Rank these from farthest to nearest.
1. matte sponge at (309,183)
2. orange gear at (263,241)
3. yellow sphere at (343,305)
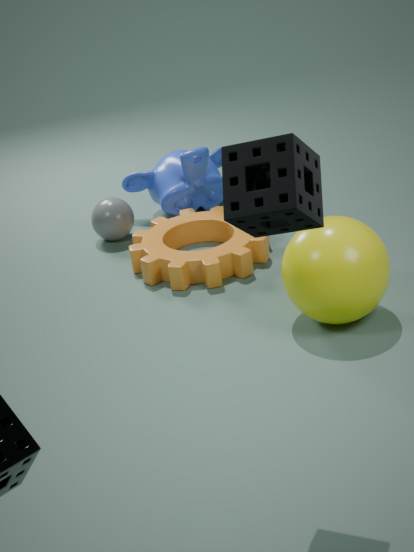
1. orange gear at (263,241)
2. yellow sphere at (343,305)
3. matte sponge at (309,183)
